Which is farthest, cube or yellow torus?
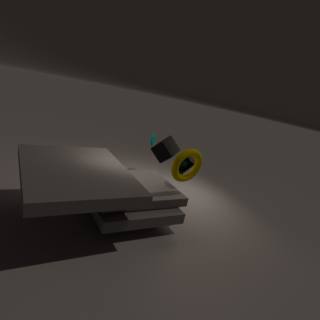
cube
